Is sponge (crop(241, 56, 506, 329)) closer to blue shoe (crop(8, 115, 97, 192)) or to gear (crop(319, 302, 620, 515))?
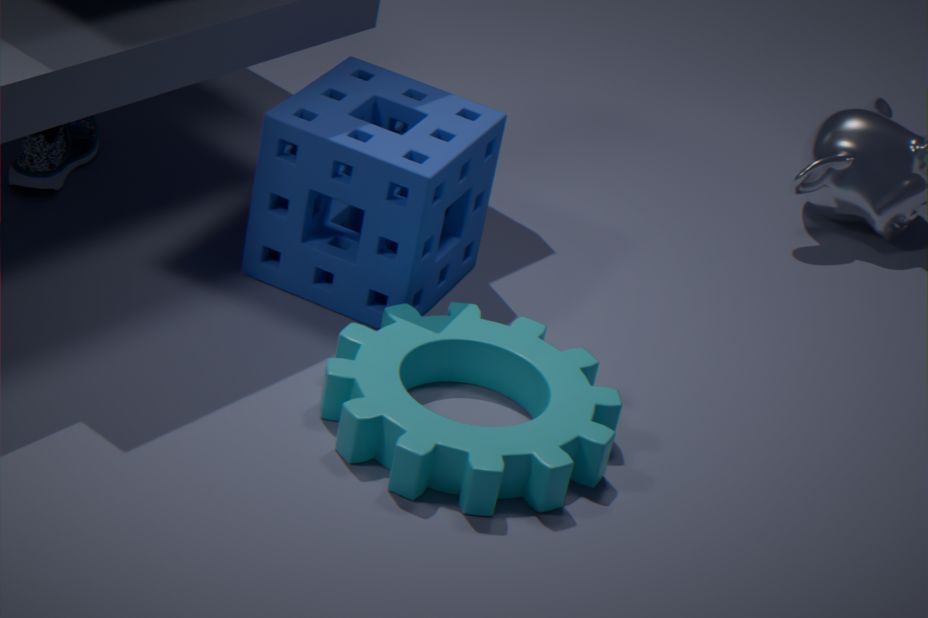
gear (crop(319, 302, 620, 515))
